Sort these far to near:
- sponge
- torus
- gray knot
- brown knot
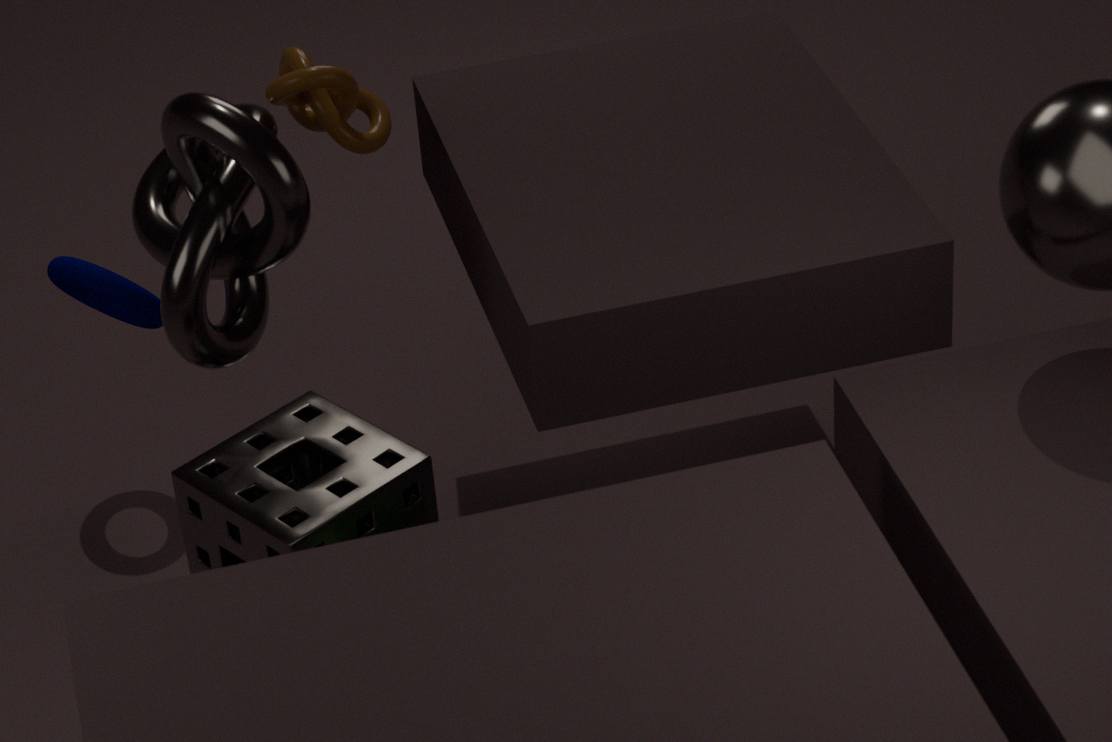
1. torus
2. sponge
3. brown knot
4. gray knot
